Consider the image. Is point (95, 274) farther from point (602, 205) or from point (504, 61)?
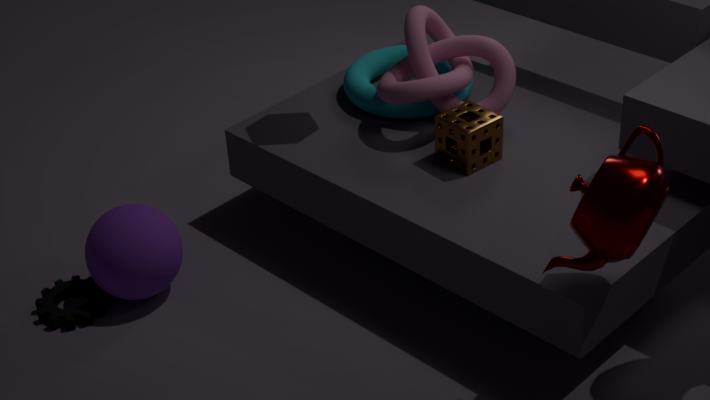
point (602, 205)
